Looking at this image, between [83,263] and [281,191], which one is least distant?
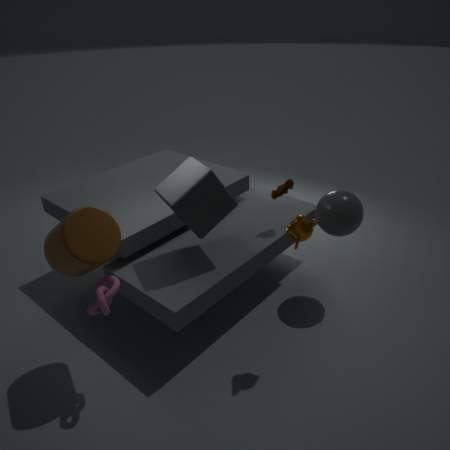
[83,263]
